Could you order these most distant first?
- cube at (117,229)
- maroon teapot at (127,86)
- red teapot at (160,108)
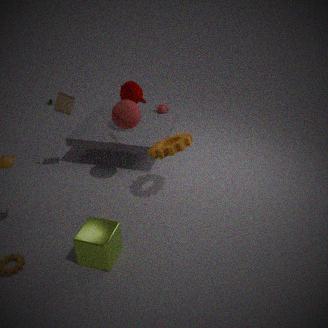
red teapot at (160,108) < maroon teapot at (127,86) < cube at (117,229)
